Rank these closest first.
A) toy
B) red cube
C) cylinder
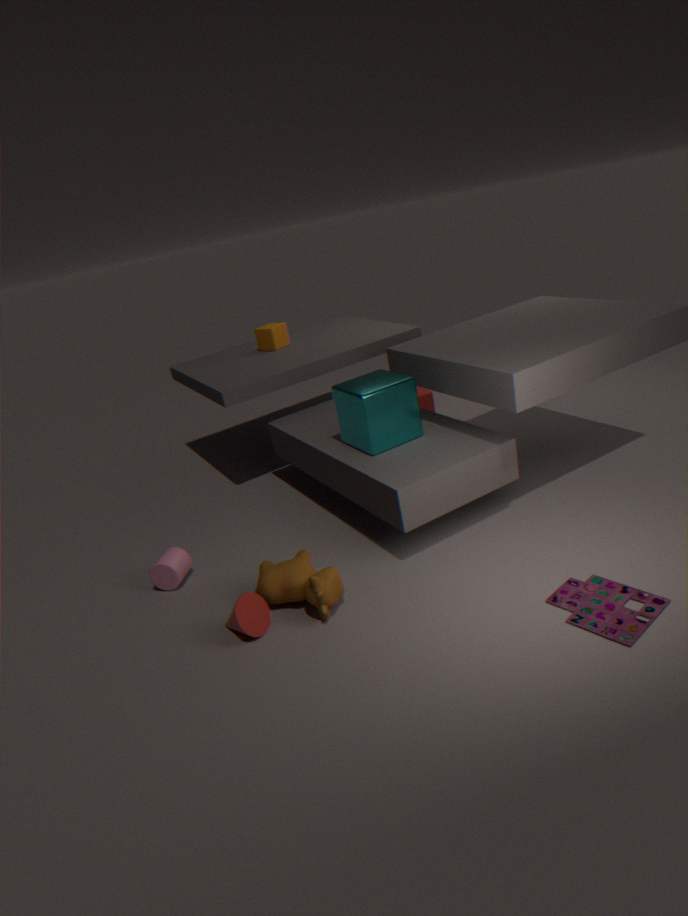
toy, cylinder, red cube
